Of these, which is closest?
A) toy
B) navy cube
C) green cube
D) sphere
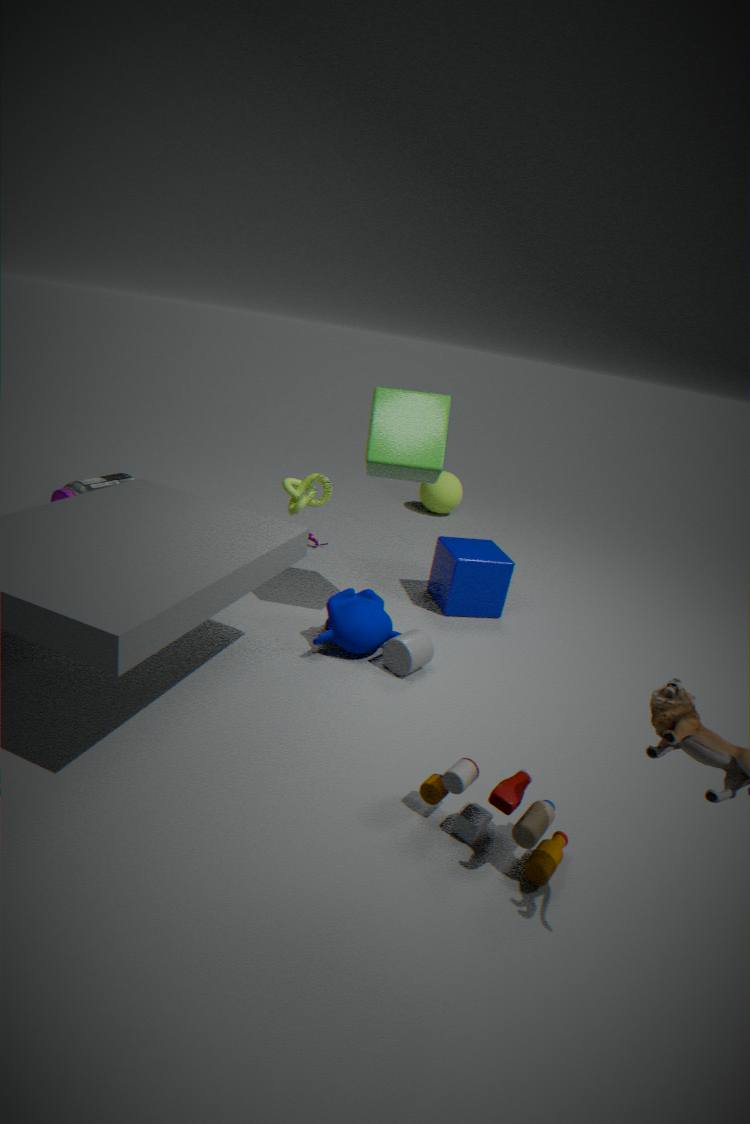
toy
